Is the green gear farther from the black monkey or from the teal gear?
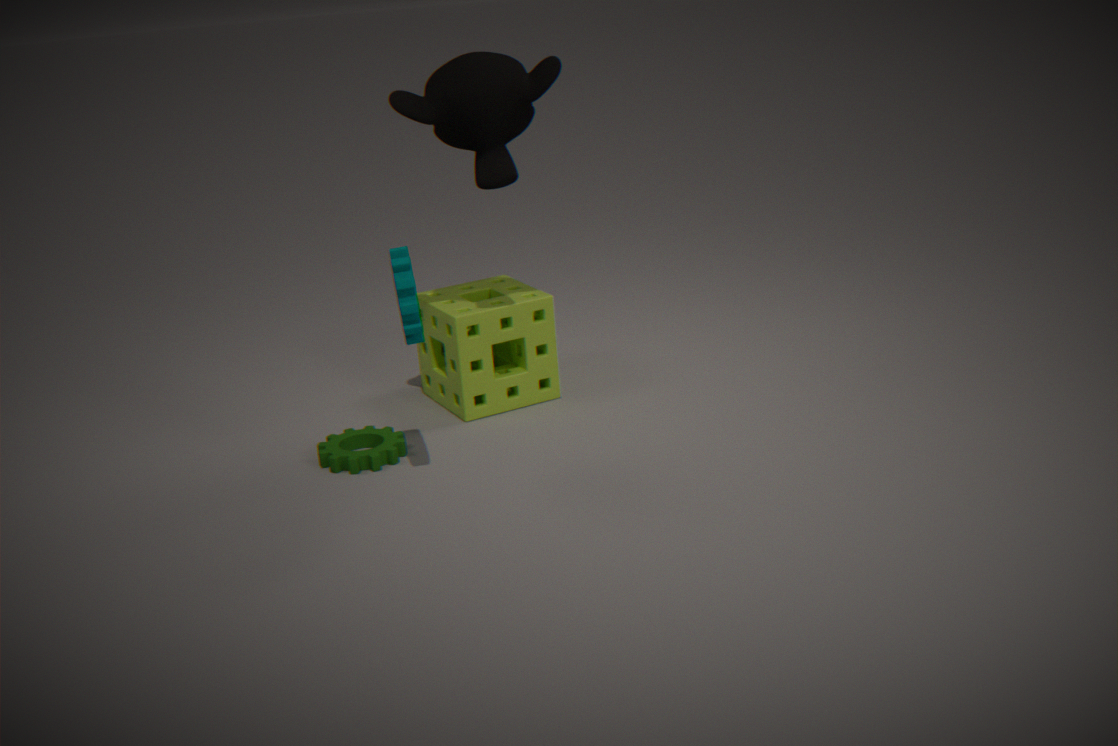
the black monkey
